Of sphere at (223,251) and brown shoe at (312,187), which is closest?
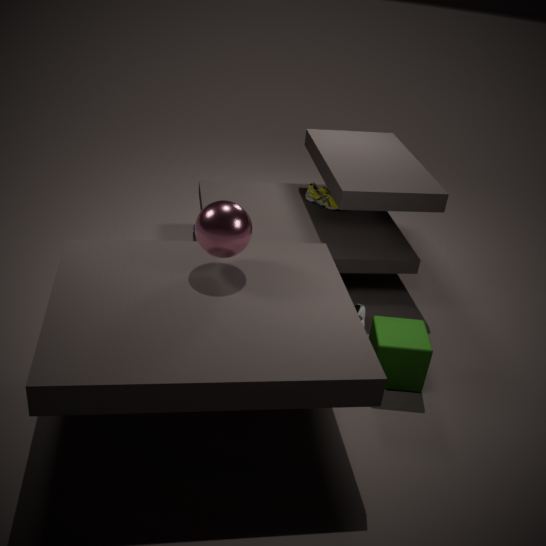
sphere at (223,251)
